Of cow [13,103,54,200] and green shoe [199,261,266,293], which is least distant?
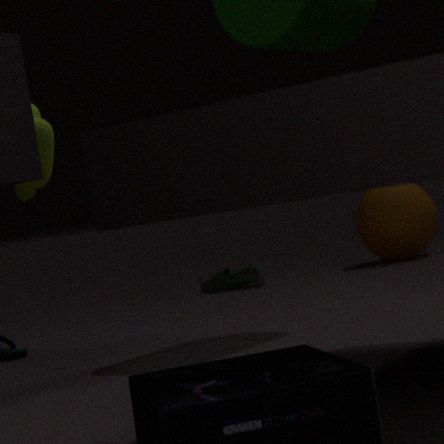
cow [13,103,54,200]
